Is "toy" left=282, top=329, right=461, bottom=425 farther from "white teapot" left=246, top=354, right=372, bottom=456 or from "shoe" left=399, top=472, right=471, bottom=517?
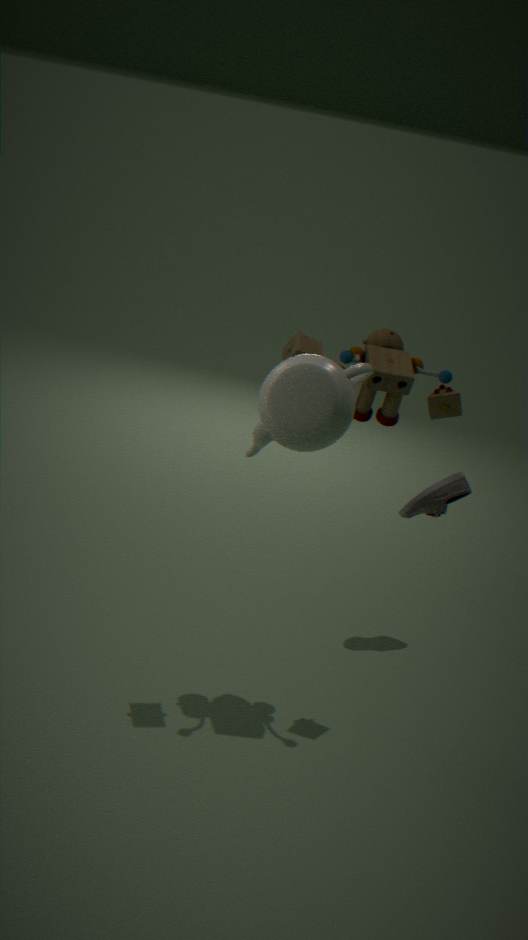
"white teapot" left=246, top=354, right=372, bottom=456
